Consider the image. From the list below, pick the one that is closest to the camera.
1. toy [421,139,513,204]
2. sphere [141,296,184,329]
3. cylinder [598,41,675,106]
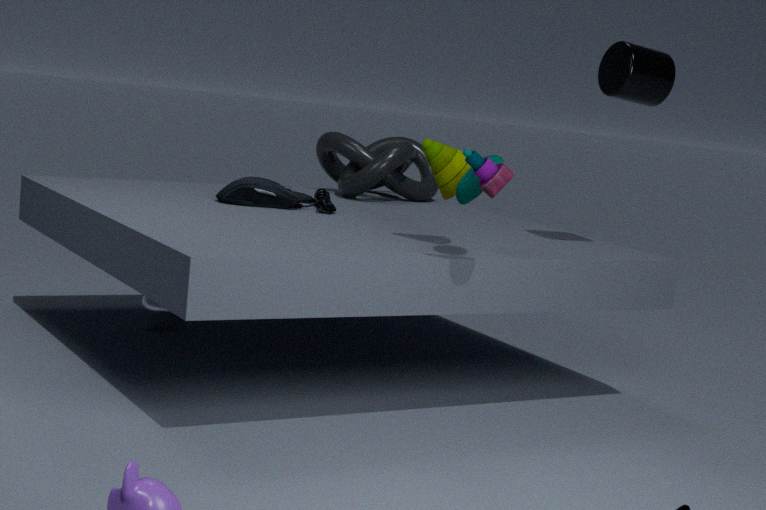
toy [421,139,513,204]
